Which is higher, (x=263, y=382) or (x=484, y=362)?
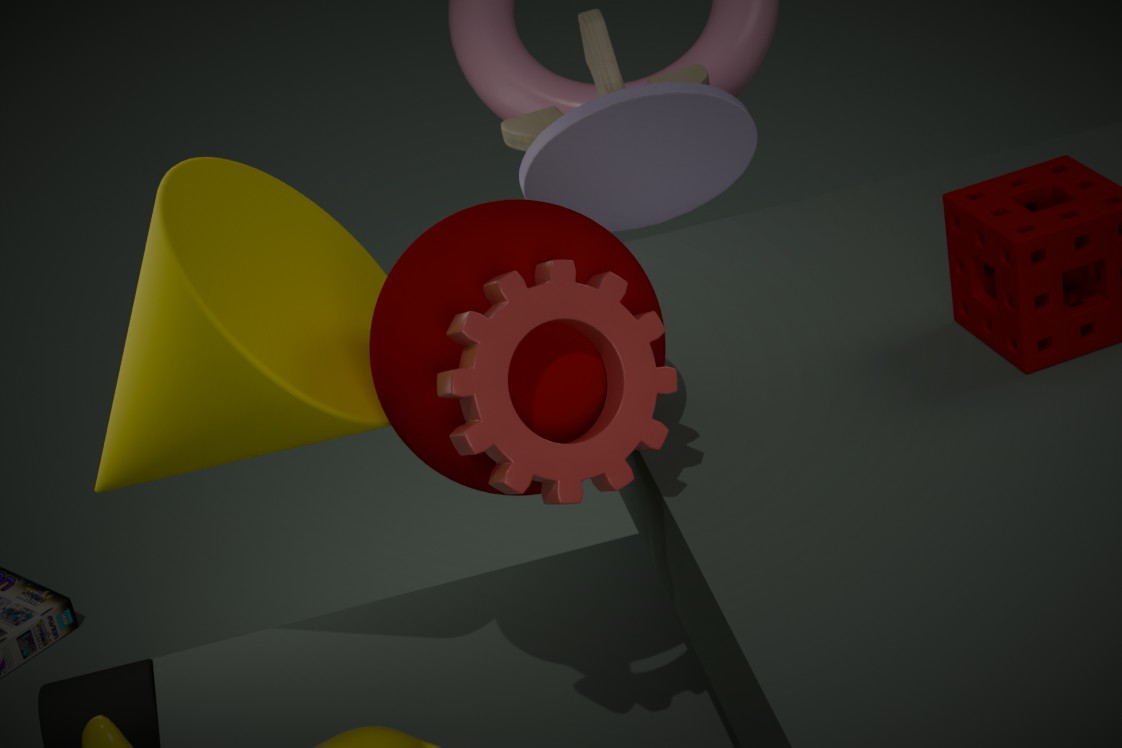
(x=484, y=362)
